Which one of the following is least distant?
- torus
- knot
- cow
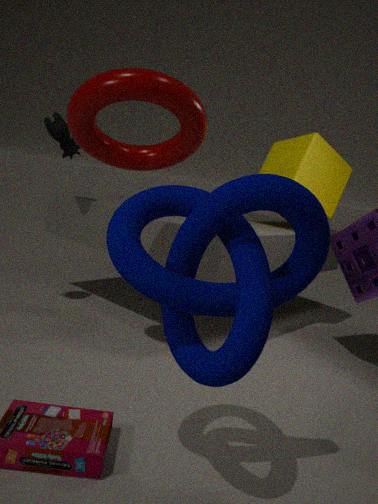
knot
